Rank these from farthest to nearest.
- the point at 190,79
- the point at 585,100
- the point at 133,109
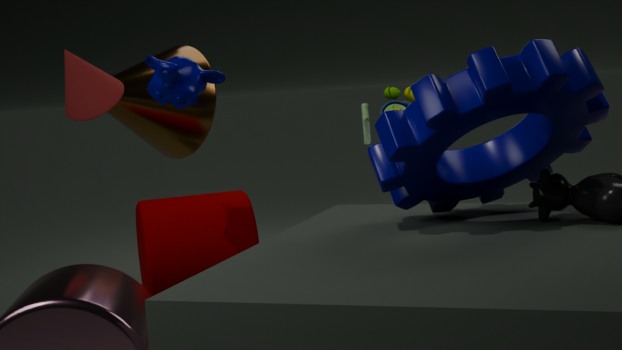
the point at 133,109
the point at 190,79
the point at 585,100
